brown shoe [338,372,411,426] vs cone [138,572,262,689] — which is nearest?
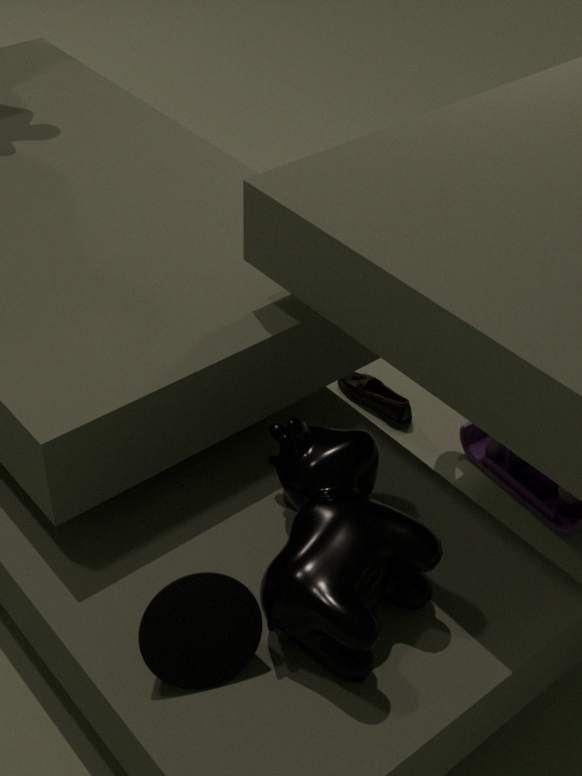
cone [138,572,262,689]
